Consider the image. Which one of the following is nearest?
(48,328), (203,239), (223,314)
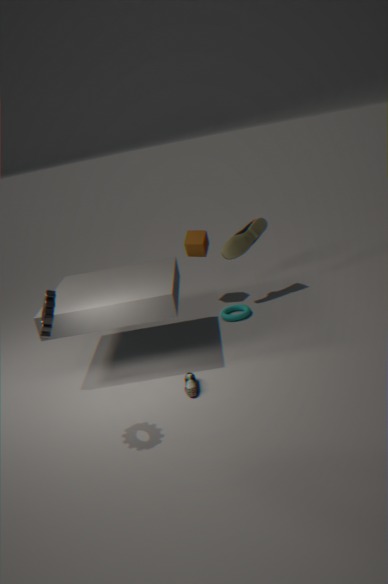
(48,328)
